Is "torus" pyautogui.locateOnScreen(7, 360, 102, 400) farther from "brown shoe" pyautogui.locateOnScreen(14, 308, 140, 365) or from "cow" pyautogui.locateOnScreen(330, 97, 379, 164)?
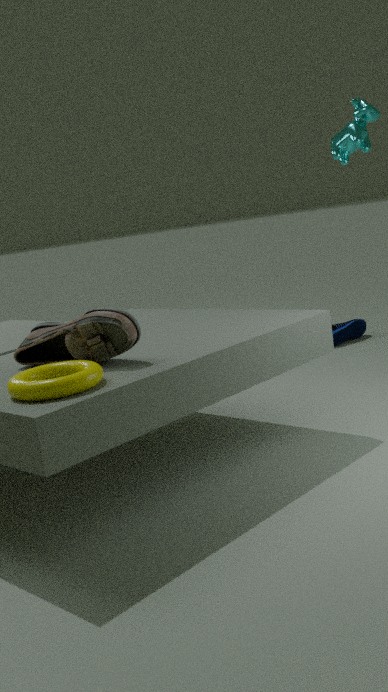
"cow" pyautogui.locateOnScreen(330, 97, 379, 164)
